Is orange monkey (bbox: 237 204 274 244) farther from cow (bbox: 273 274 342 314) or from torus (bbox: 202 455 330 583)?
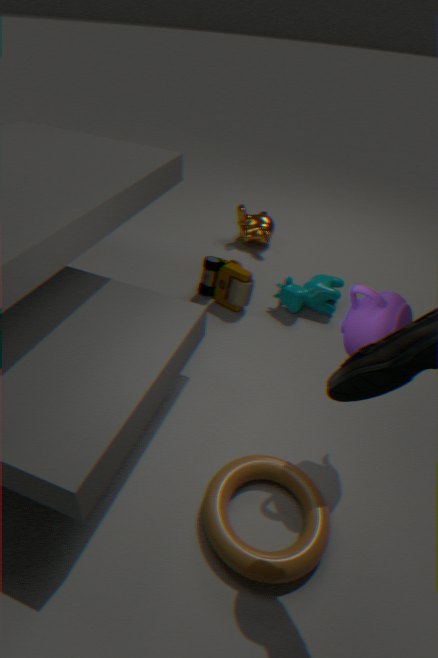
torus (bbox: 202 455 330 583)
